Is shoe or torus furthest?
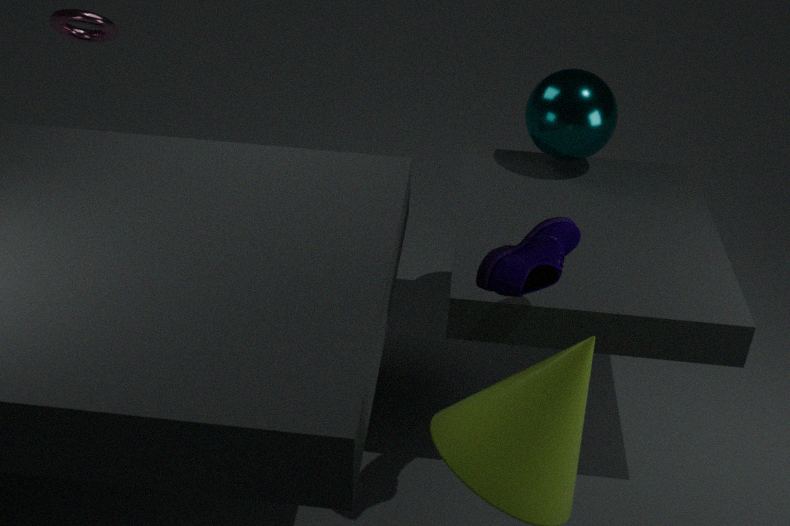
torus
